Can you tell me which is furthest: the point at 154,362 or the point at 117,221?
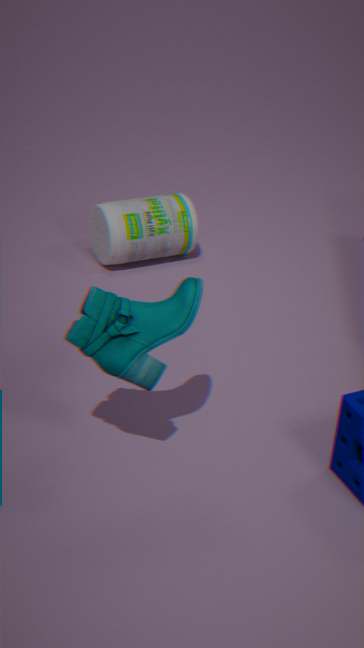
the point at 117,221
